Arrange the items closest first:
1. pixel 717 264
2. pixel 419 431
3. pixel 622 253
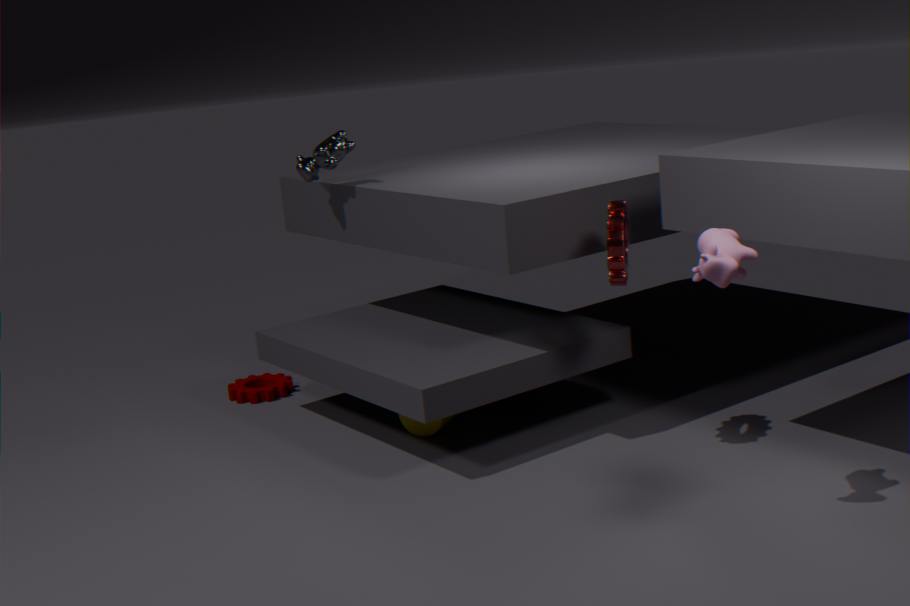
pixel 717 264, pixel 622 253, pixel 419 431
